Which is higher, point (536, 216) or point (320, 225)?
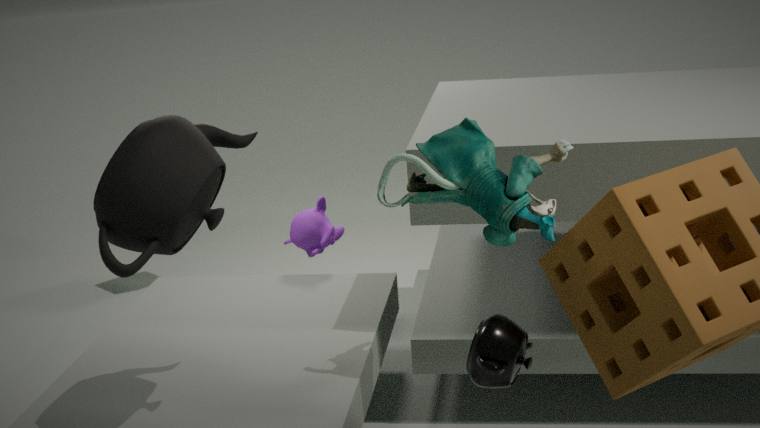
point (536, 216)
